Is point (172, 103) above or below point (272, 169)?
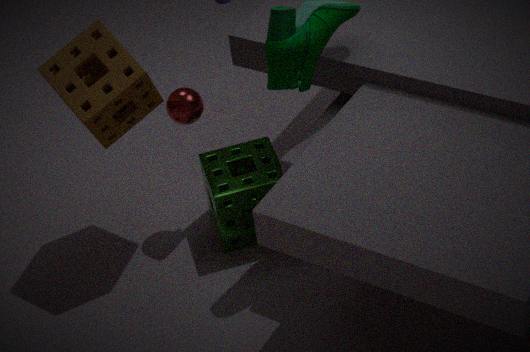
above
